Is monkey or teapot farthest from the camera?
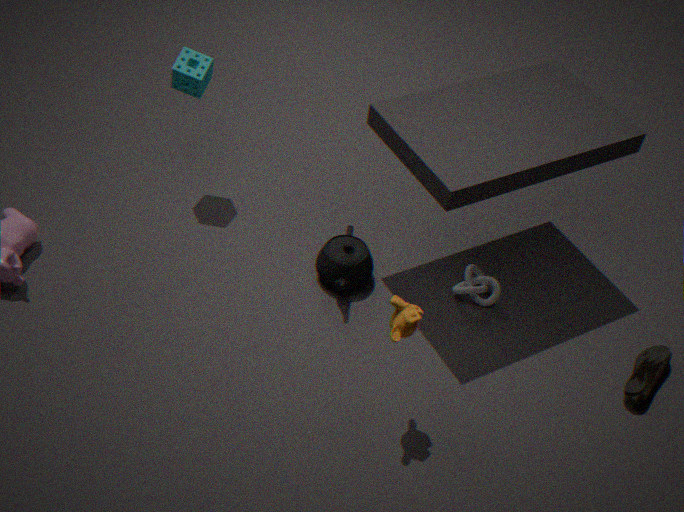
teapot
